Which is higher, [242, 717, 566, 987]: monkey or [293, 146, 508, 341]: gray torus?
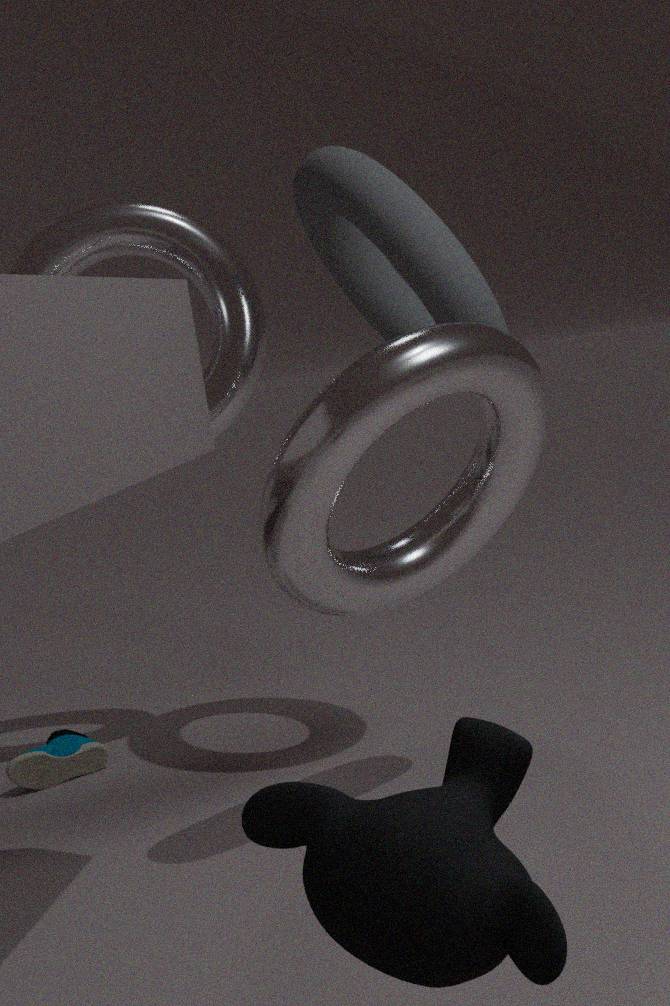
[293, 146, 508, 341]: gray torus
